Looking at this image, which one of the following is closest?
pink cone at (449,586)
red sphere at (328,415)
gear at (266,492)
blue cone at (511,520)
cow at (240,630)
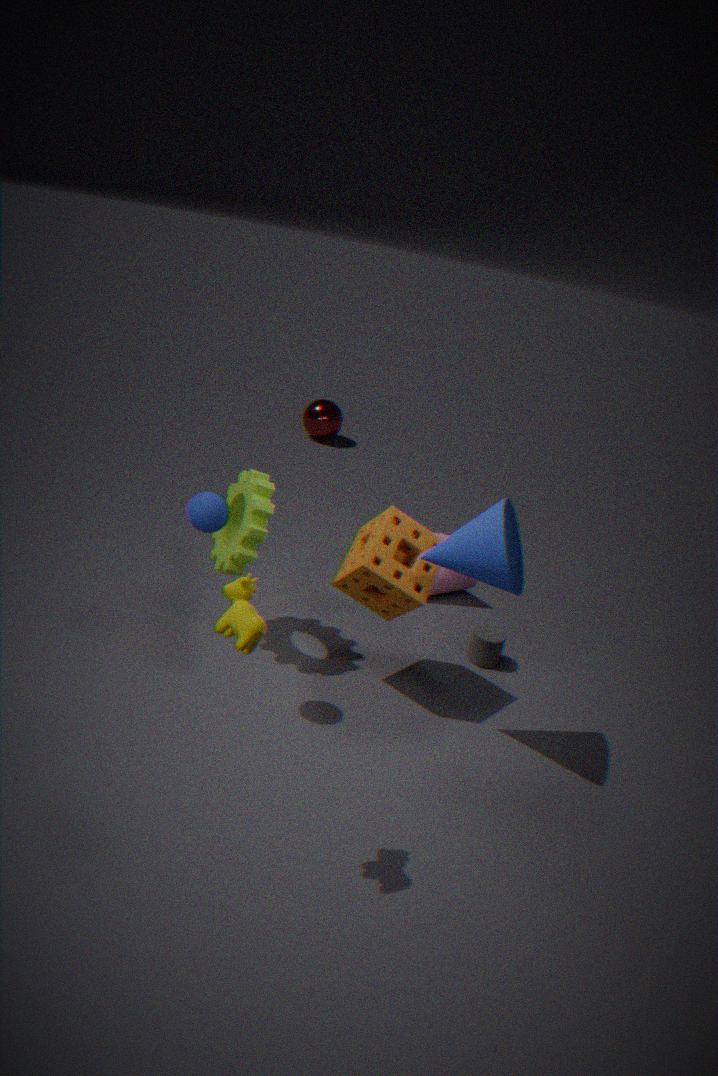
cow at (240,630)
